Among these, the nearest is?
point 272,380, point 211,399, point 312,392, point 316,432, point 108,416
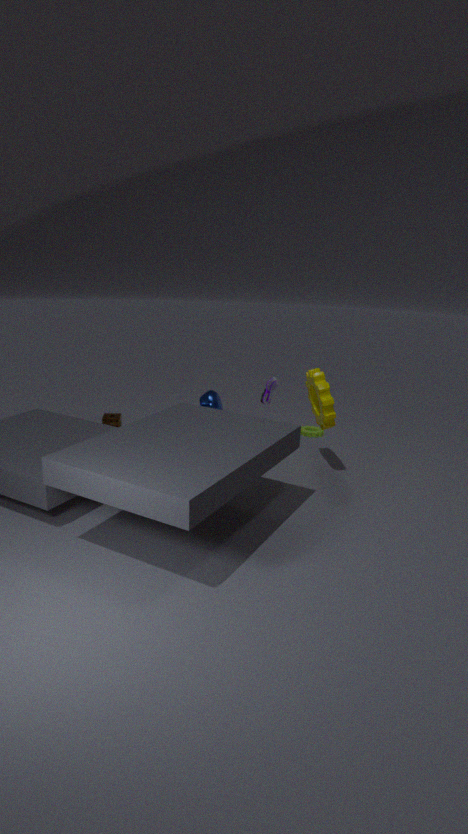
point 312,392
